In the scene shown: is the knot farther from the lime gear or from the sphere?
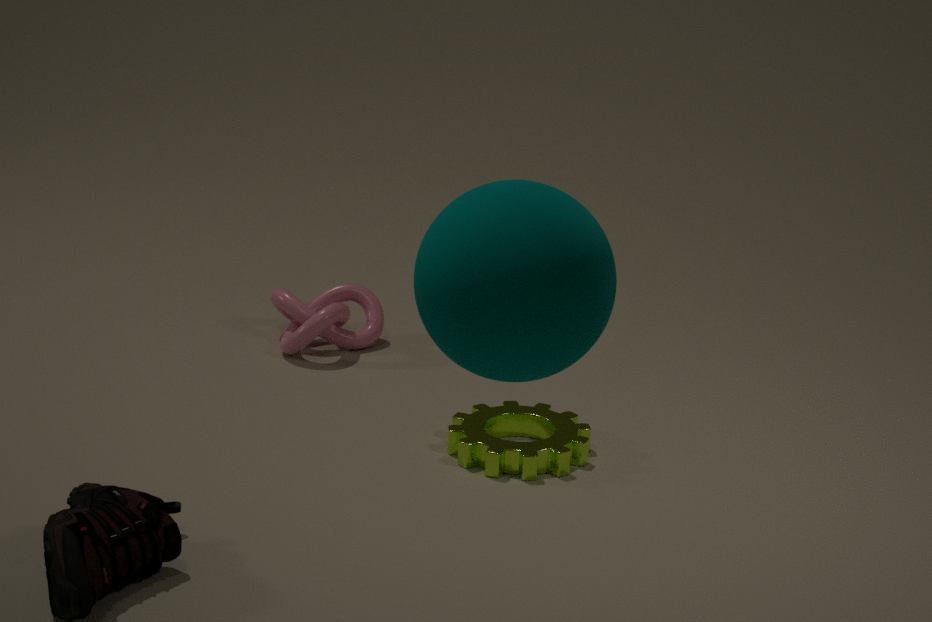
the sphere
